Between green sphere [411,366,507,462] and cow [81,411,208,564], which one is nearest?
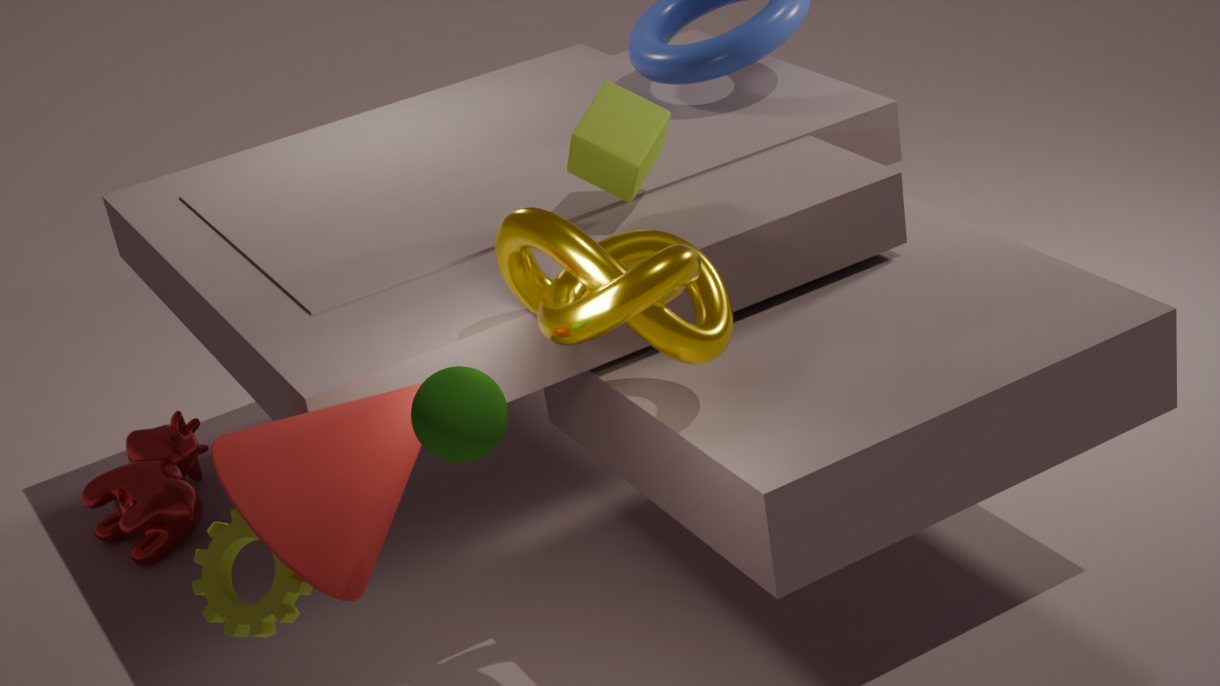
green sphere [411,366,507,462]
